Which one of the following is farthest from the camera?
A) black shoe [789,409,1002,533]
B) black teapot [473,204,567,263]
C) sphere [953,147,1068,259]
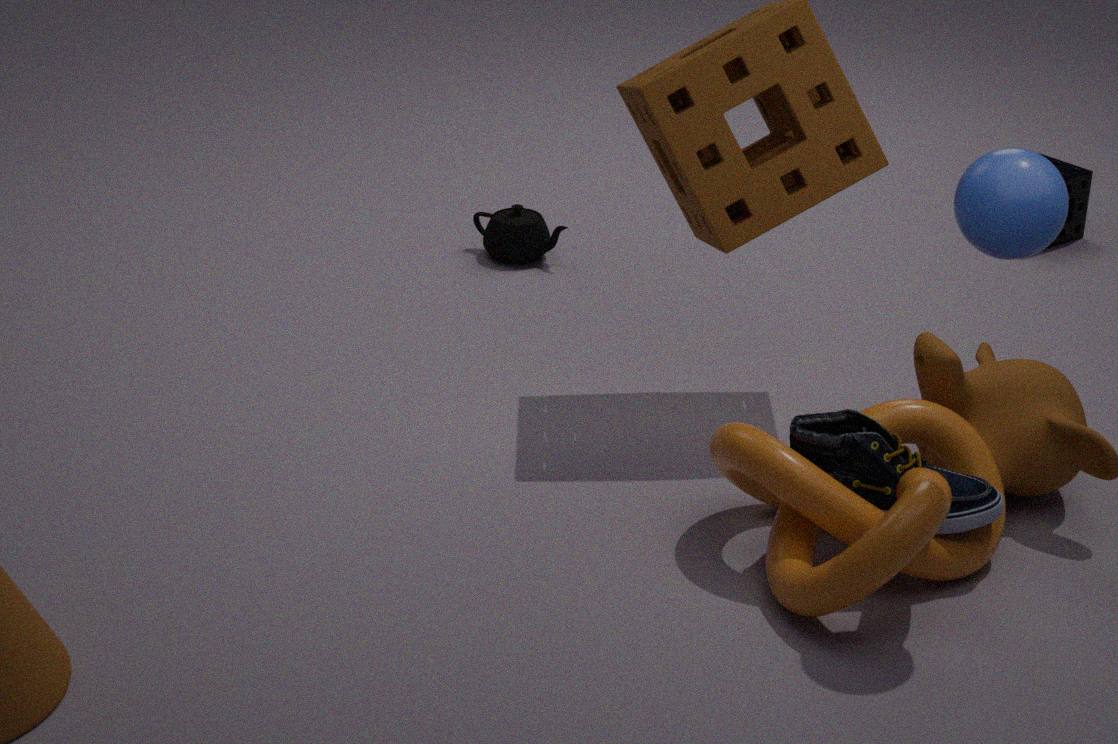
B. black teapot [473,204,567,263]
